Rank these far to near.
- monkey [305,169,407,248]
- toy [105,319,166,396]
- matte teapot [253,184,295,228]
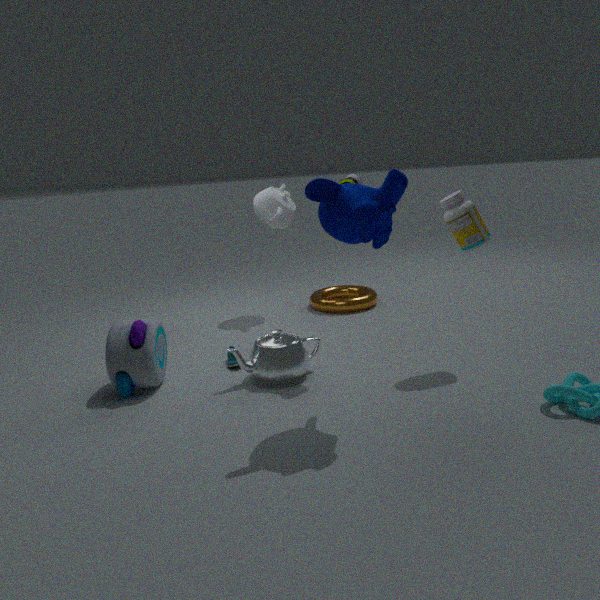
matte teapot [253,184,295,228], toy [105,319,166,396], monkey [305,169,407,248]
